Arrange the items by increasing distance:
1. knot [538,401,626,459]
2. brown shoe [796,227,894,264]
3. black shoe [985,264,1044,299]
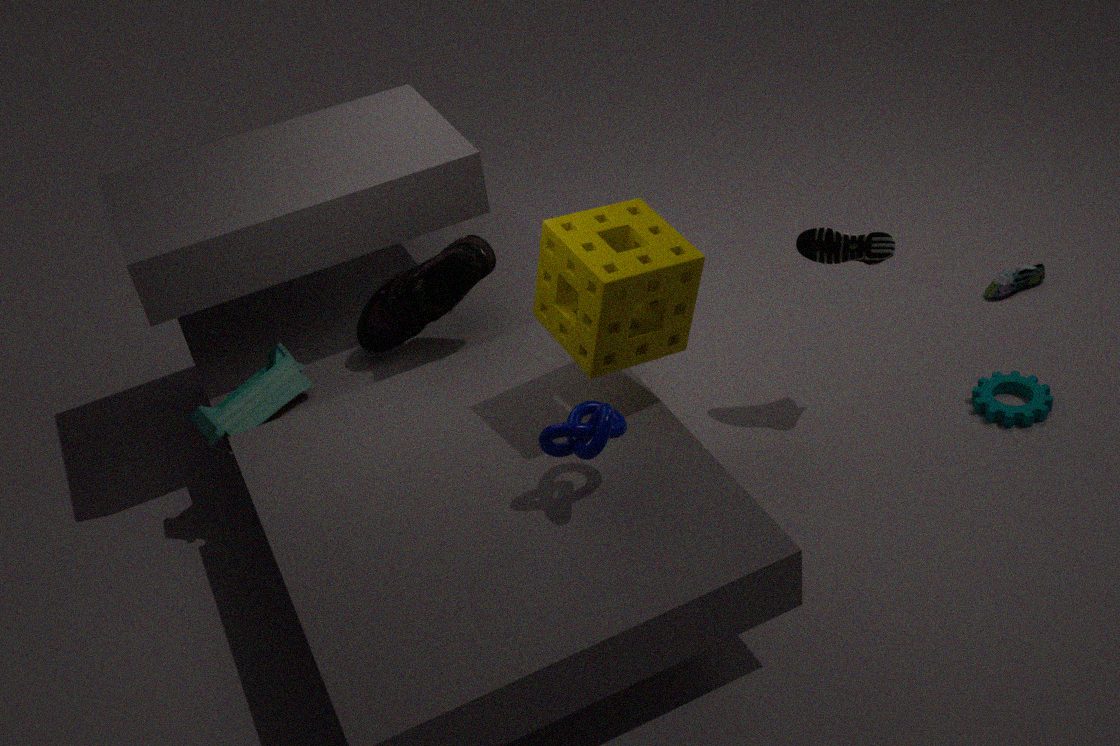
1. knot [538,401,626,459]
2. brown shoe [796,227,894,264]
3. black shoe [985,264,1044,299]
